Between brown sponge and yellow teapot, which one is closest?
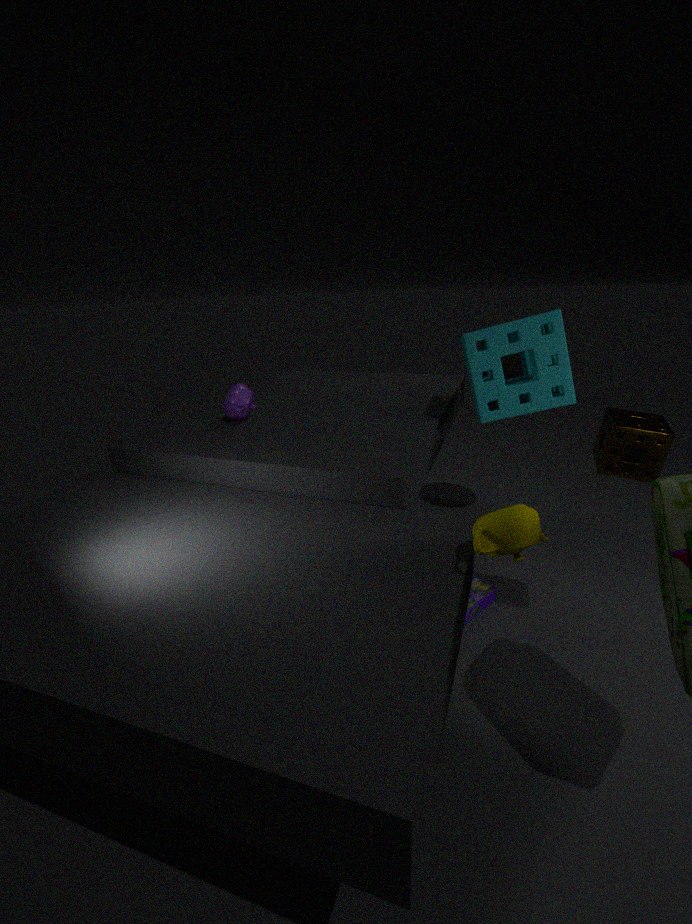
yellow teapot
